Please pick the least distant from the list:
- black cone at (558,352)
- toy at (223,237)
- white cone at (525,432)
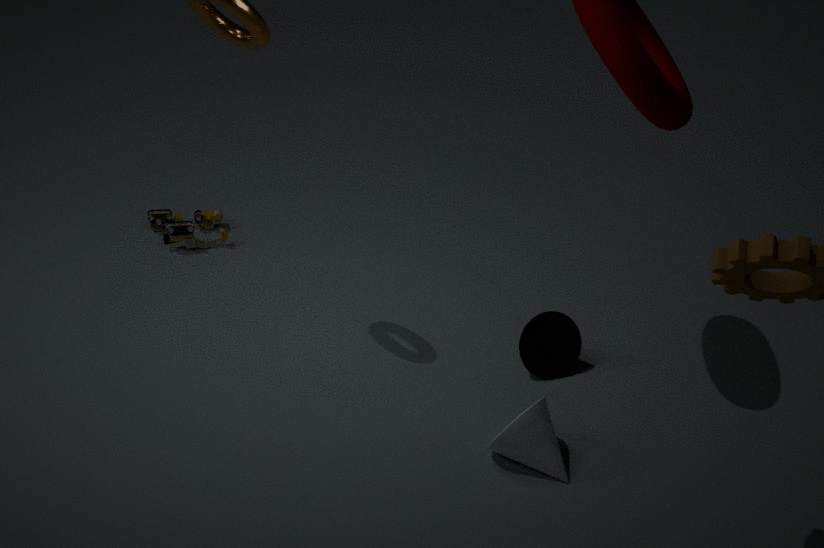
white cone at (525,432)
